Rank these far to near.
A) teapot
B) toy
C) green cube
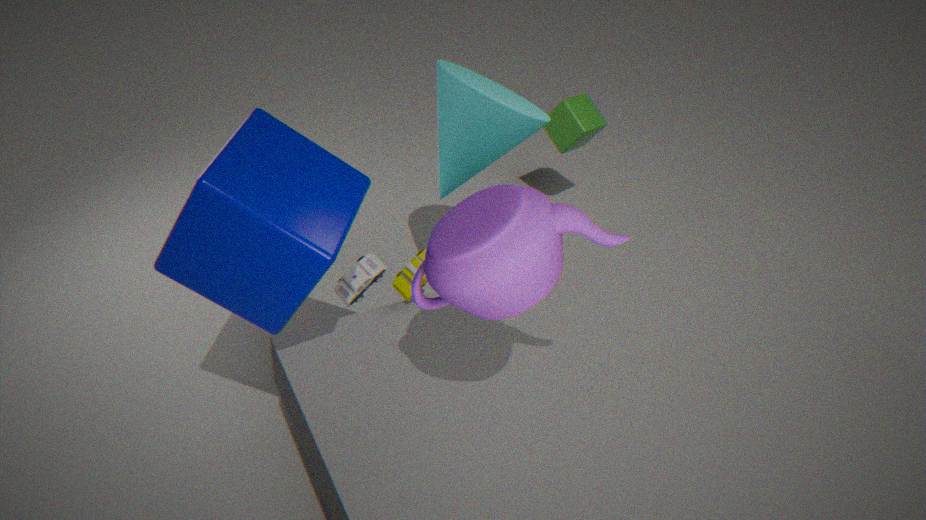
green cube → toy → teapot
